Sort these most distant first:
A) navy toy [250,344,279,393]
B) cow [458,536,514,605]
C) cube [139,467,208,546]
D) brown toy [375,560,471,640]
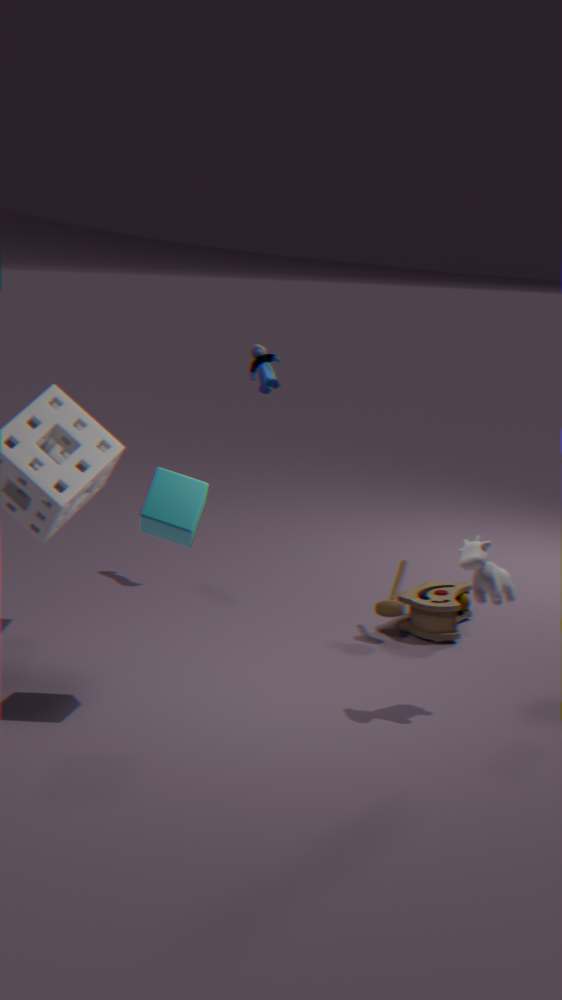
navy toy [250,344,279,393] → brown toy [375,560,471,640] → cow [458,536,514,605] → cube [139,467,208,546]
